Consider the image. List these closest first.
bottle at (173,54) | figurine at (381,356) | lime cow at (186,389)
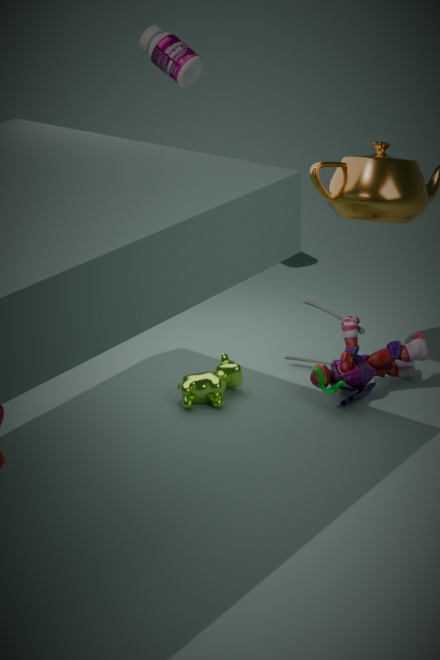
figurine at (381,356) → lime cow at (186,389) → bottle at (173,54)
